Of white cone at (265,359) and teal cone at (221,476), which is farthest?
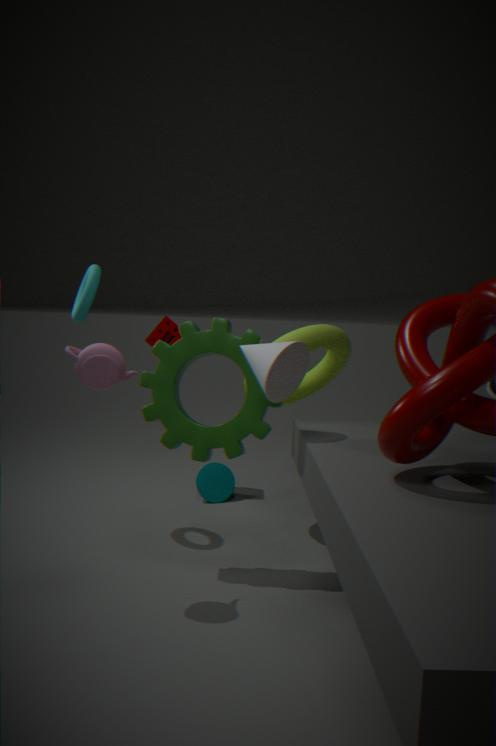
teal cone at (221,476)
